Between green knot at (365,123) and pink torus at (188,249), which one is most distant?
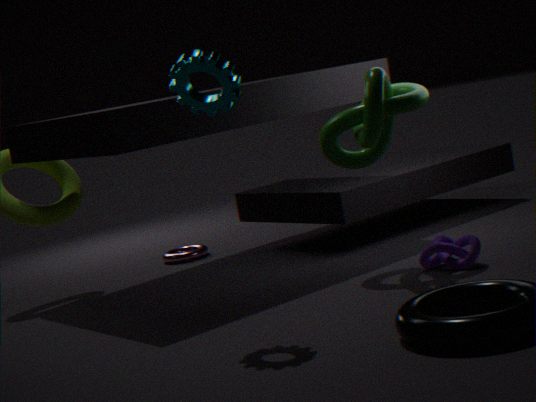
pink torus at (188,249)
